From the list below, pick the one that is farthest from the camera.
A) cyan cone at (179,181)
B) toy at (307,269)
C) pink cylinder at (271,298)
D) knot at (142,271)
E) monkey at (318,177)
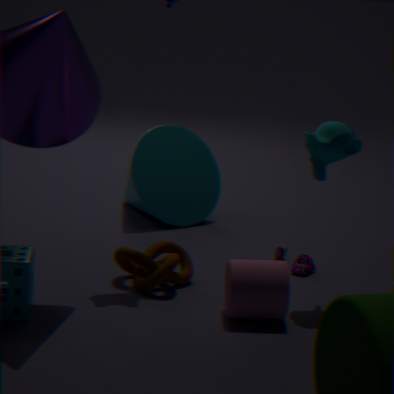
cyan cone at (179,181)
